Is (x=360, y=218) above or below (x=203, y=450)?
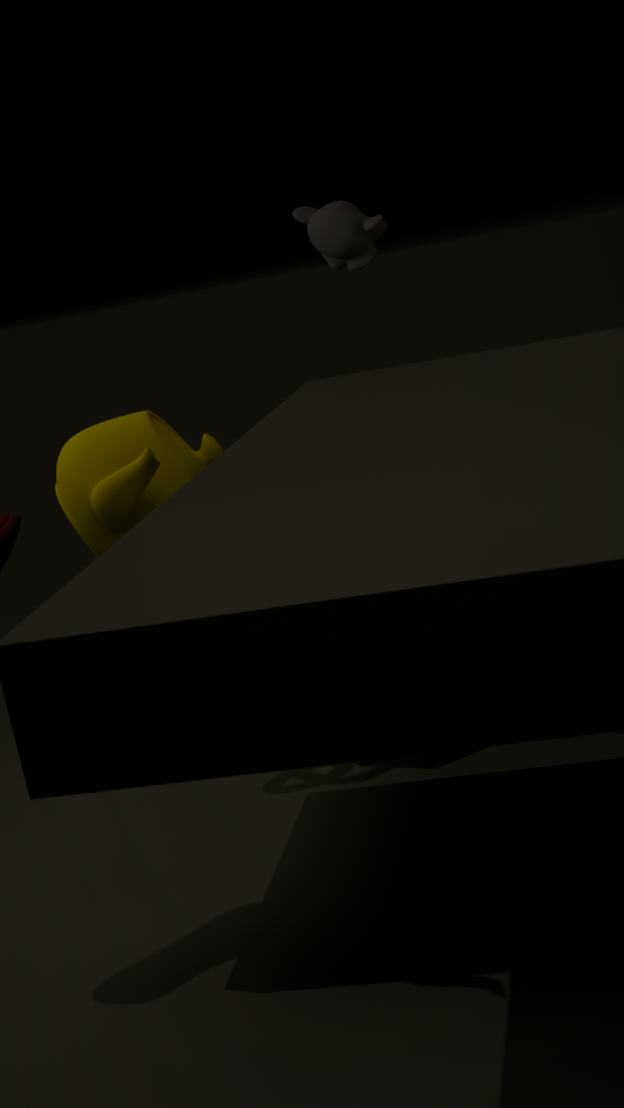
above
